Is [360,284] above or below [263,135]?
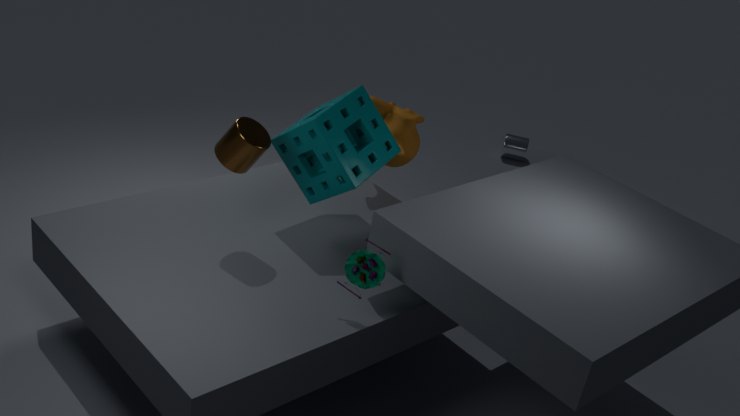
below
